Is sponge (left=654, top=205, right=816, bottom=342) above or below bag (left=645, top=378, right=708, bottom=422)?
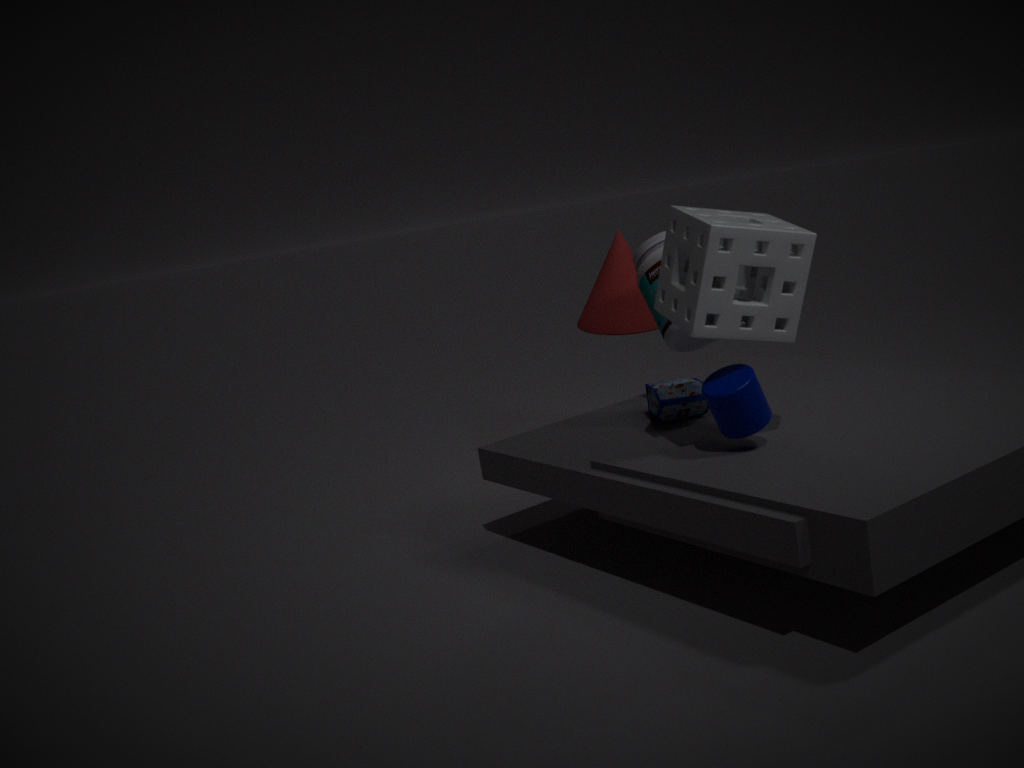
above
